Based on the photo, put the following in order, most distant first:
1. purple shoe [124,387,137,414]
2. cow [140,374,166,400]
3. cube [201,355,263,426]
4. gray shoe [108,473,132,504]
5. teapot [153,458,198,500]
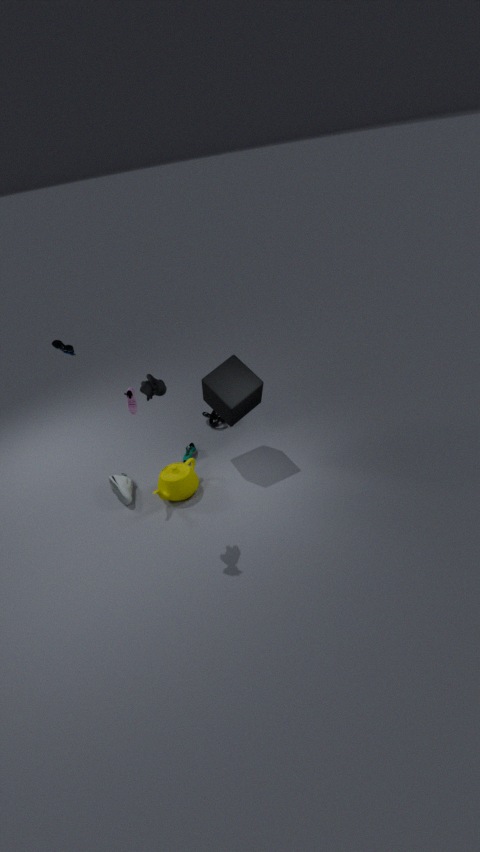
gray shoe [108,473,132,504] → purple shoe [124,387,137,414] → cube [201,355,263,426] → teapot [153,458,198,500] → cow [140,374,166,400]
